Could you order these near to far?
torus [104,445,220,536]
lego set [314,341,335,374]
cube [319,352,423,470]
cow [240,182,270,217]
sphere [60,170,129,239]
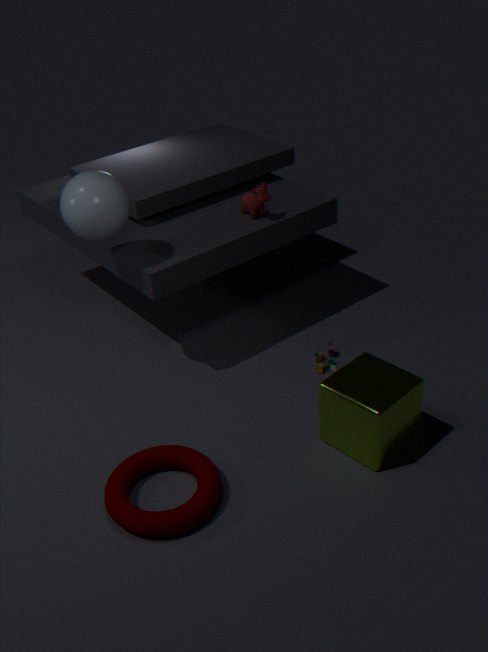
torus [104,445,220,536] < cube [319,352,423,470] < sphere [60,170,129,239] < lego set [314,341,335,374] < cow [240,182,270,217]
